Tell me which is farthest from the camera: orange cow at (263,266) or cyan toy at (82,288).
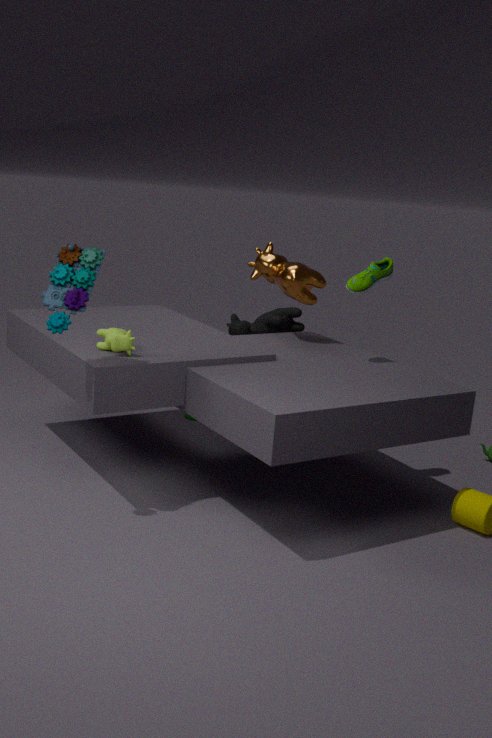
orange cow at (263,266)
